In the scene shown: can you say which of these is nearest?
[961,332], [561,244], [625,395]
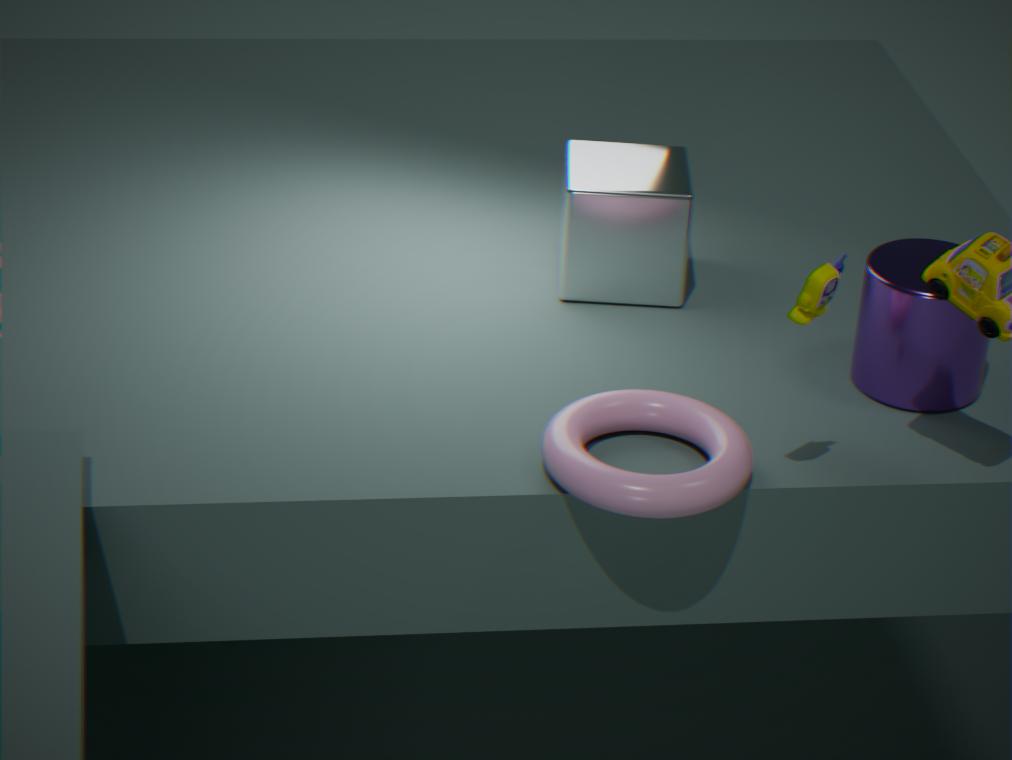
[625,395]
